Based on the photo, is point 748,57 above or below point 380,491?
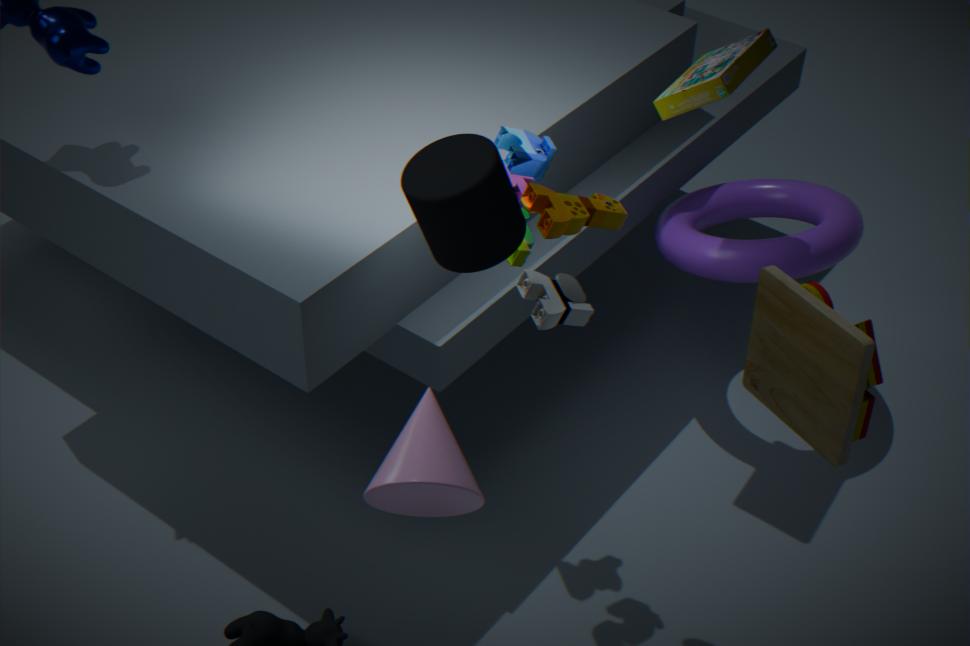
above
